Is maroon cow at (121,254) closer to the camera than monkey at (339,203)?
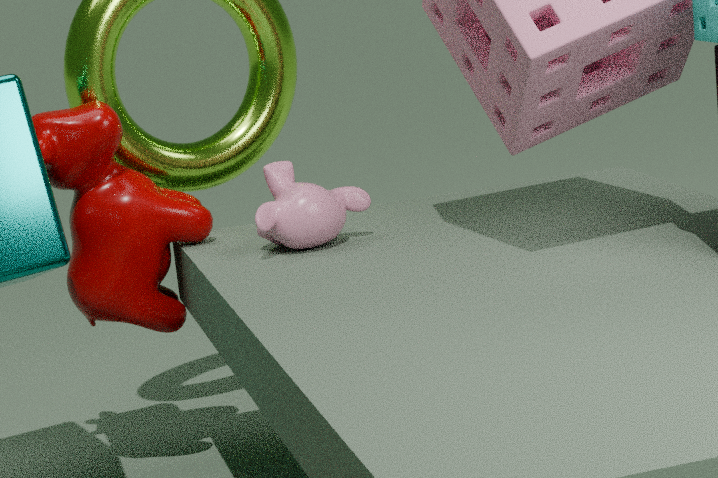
No
